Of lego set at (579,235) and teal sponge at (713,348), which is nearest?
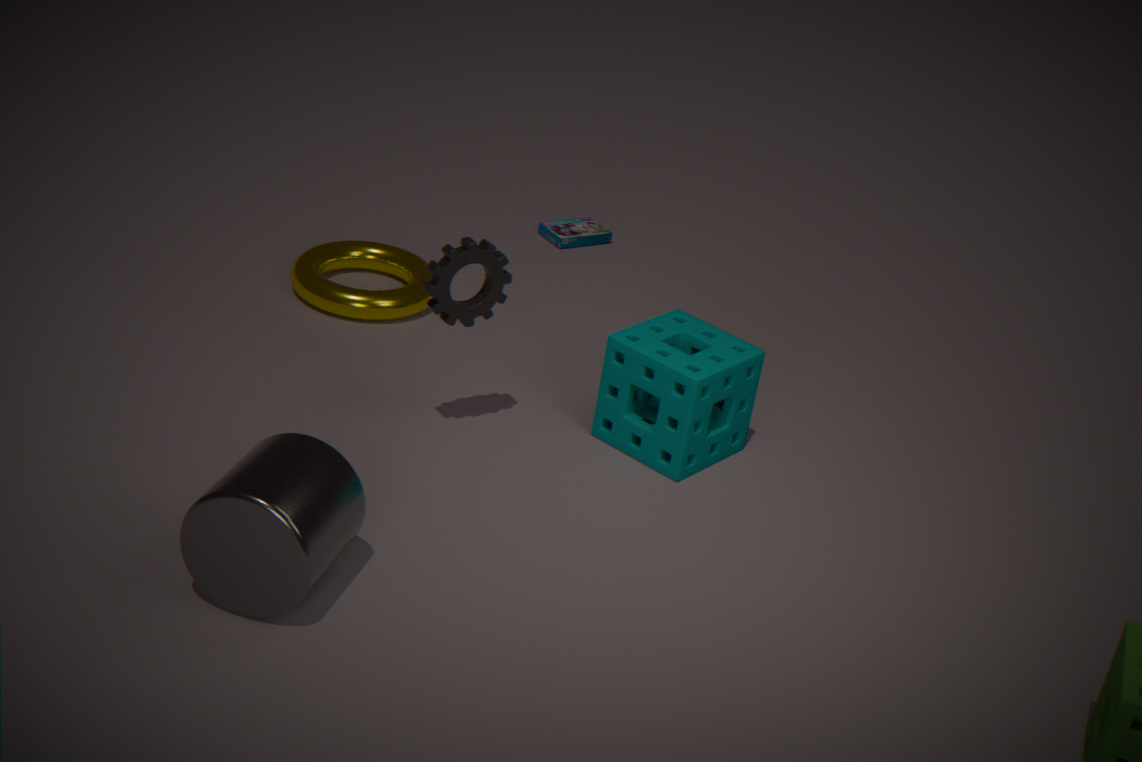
teal sponge at (713,348)
